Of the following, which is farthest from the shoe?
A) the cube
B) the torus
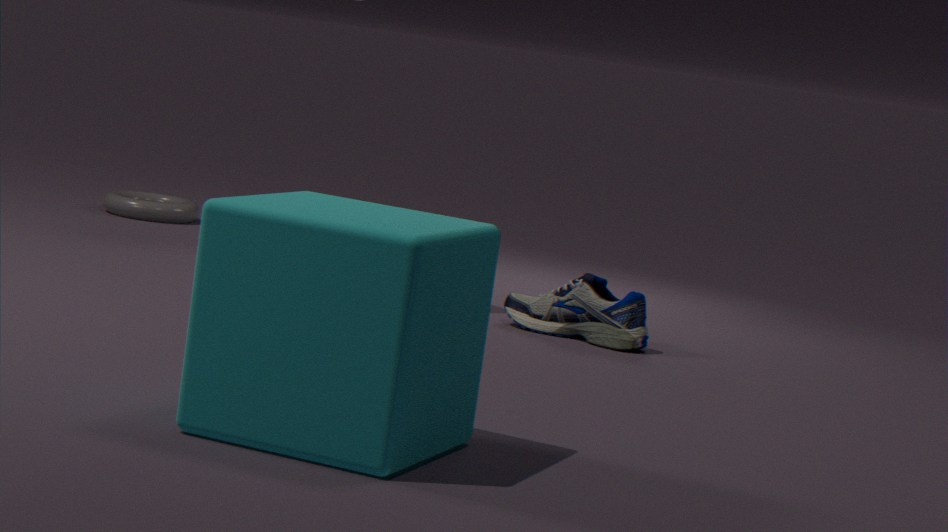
the torus
